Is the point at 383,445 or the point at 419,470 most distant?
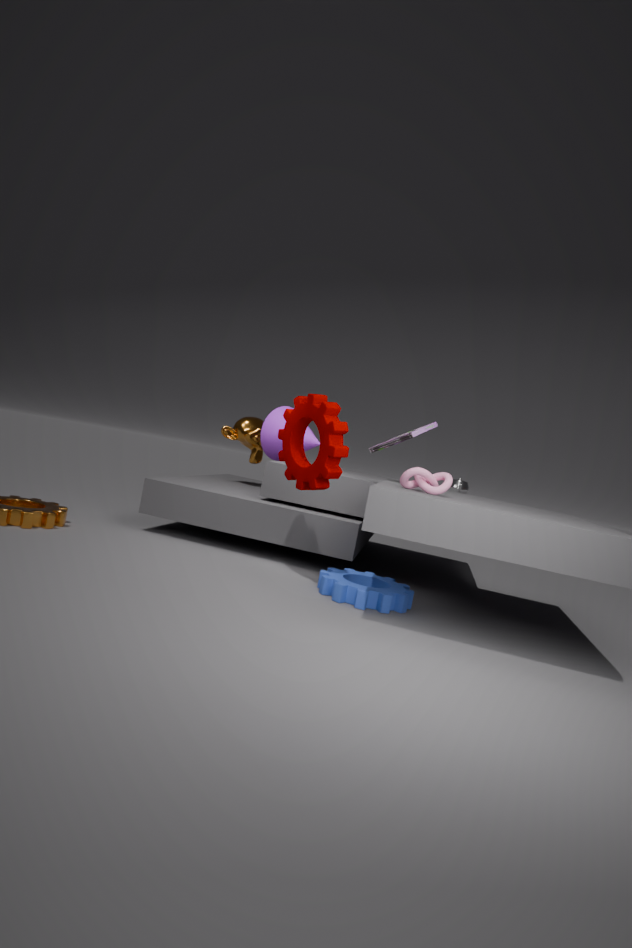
the point at 383,445
